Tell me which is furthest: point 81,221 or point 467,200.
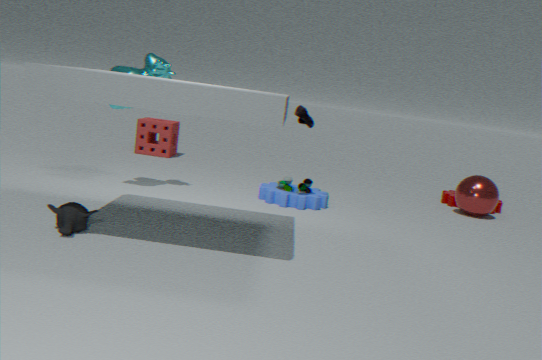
point 467,200
